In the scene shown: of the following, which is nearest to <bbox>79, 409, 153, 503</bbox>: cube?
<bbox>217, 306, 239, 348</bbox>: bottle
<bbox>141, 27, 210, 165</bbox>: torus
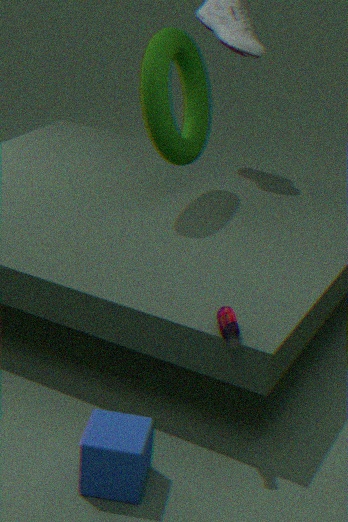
<bbox>217, 306, 239, 348</bbox>: bottle
